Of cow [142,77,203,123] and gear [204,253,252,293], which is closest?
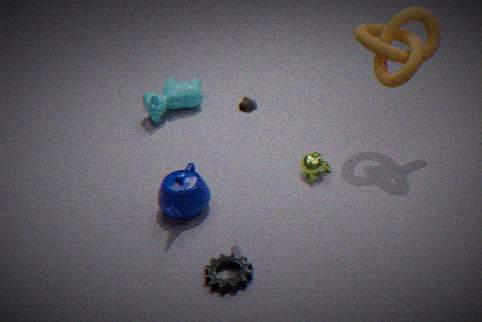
gear [204,253,252,293]
